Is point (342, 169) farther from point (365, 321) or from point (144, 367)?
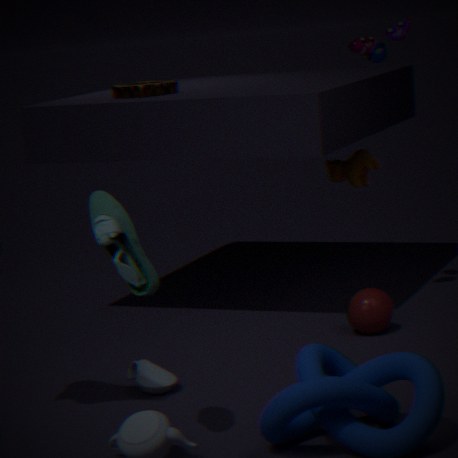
point (144, 367)
